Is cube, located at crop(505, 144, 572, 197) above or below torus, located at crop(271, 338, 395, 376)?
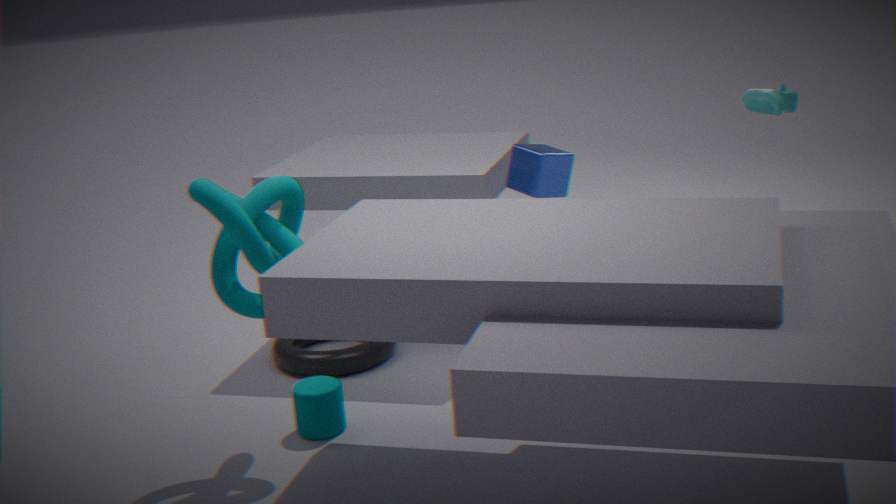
above
